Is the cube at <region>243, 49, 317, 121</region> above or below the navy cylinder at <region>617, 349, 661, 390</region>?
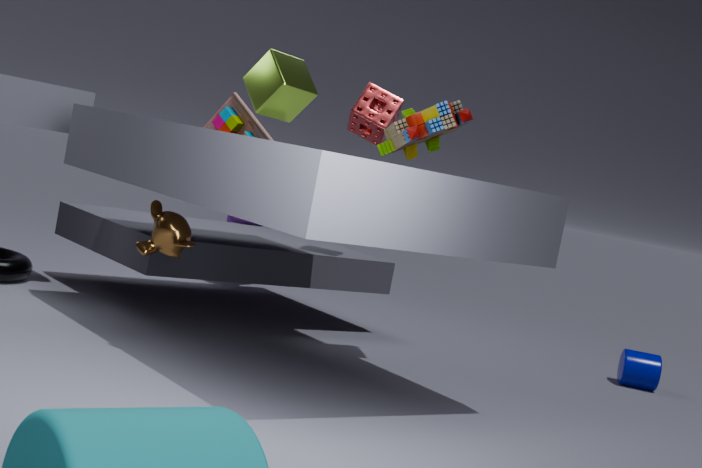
above
